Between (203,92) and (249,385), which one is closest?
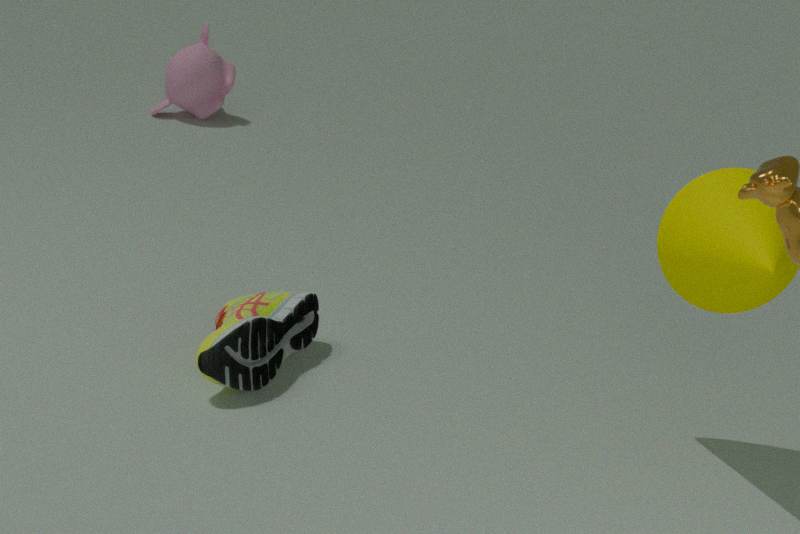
(249,385)
